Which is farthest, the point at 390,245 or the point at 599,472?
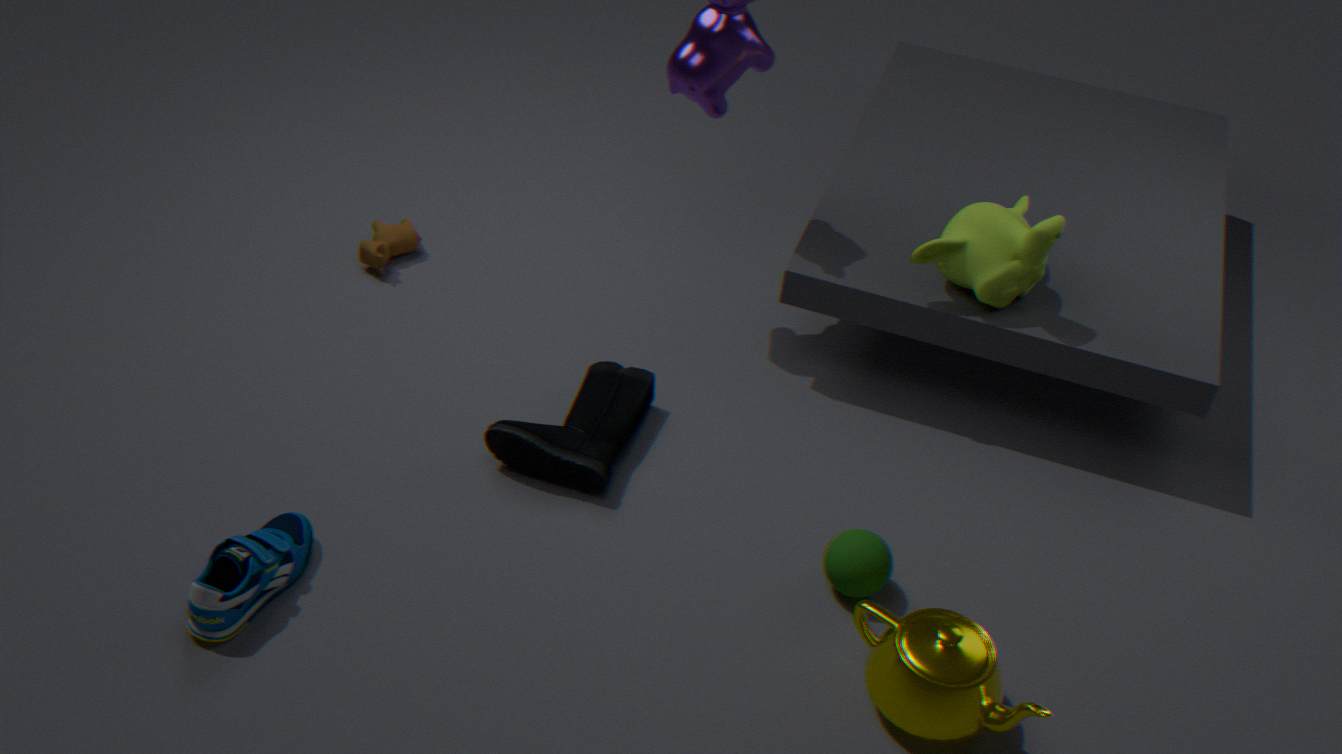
the point at 390,245
